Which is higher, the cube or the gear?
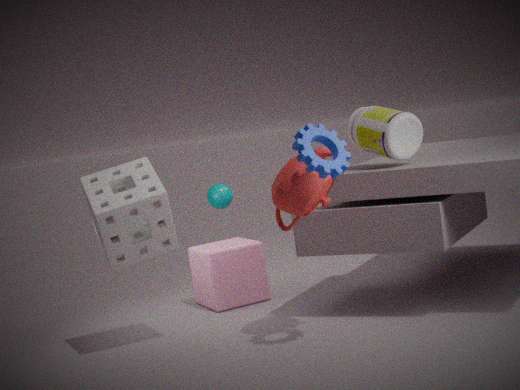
the gear
